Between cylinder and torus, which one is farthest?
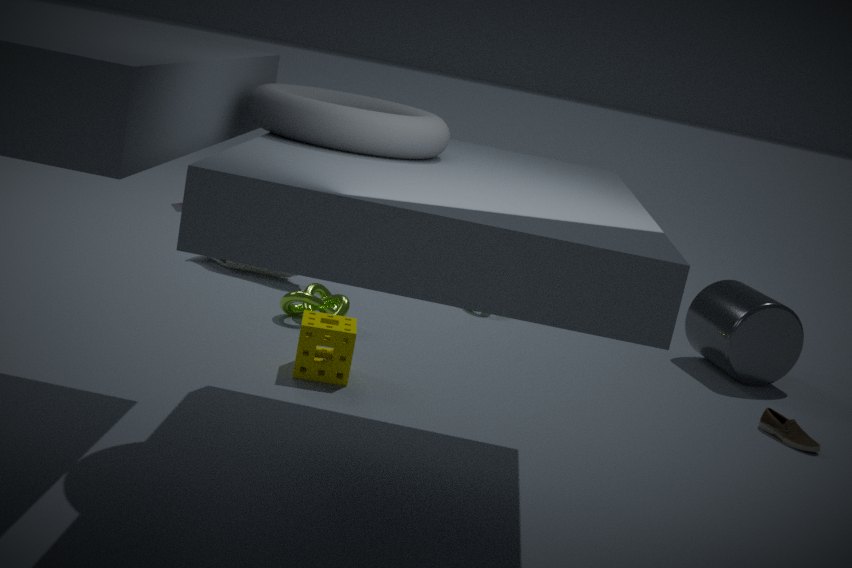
cylinder
